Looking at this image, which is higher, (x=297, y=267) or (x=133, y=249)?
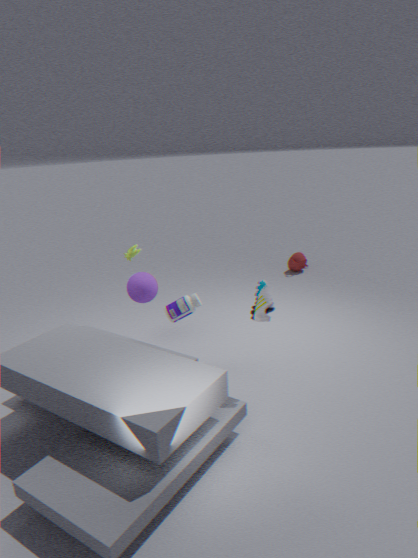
(x=133, y=249)
